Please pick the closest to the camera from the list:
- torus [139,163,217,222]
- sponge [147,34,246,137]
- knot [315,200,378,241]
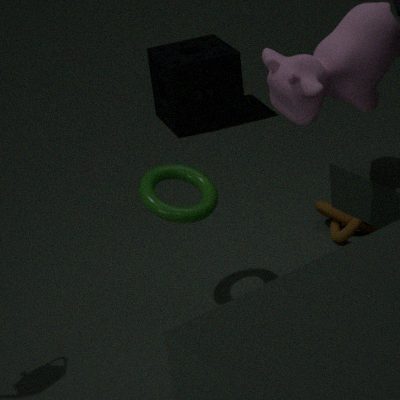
torus [139,163,217,222]
